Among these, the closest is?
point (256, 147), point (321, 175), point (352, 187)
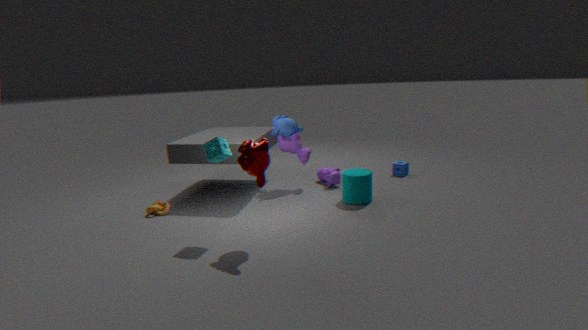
point (256, 147)
